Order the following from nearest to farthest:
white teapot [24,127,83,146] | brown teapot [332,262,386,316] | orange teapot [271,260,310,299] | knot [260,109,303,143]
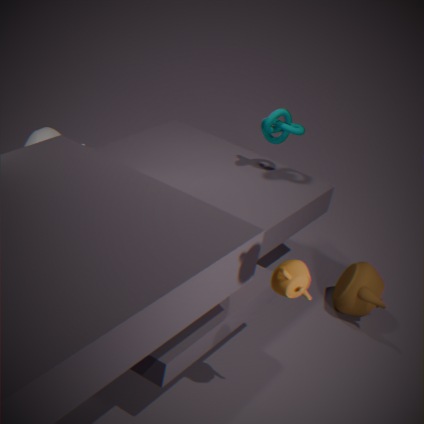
1. orange teapot [271,260,310,299]
2. white teapot [24,127,83,146]
3. brown teapot [332,262,386,316]
4. knot [260,109,303,143]
